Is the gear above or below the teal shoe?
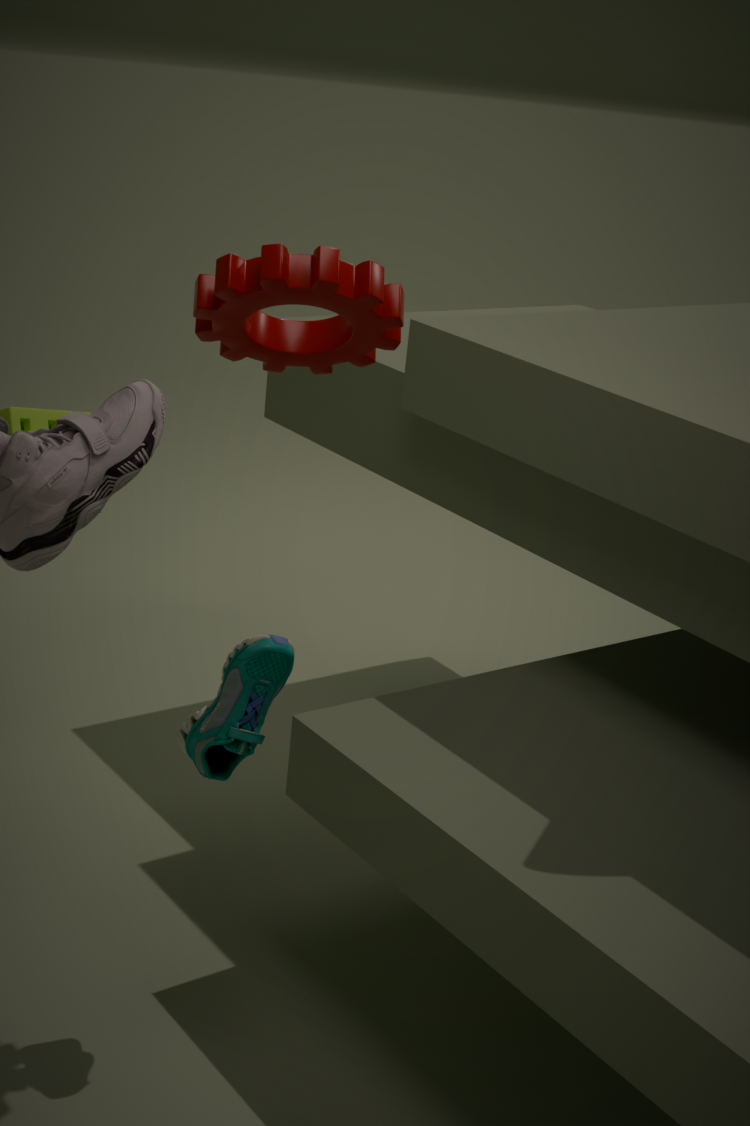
above
